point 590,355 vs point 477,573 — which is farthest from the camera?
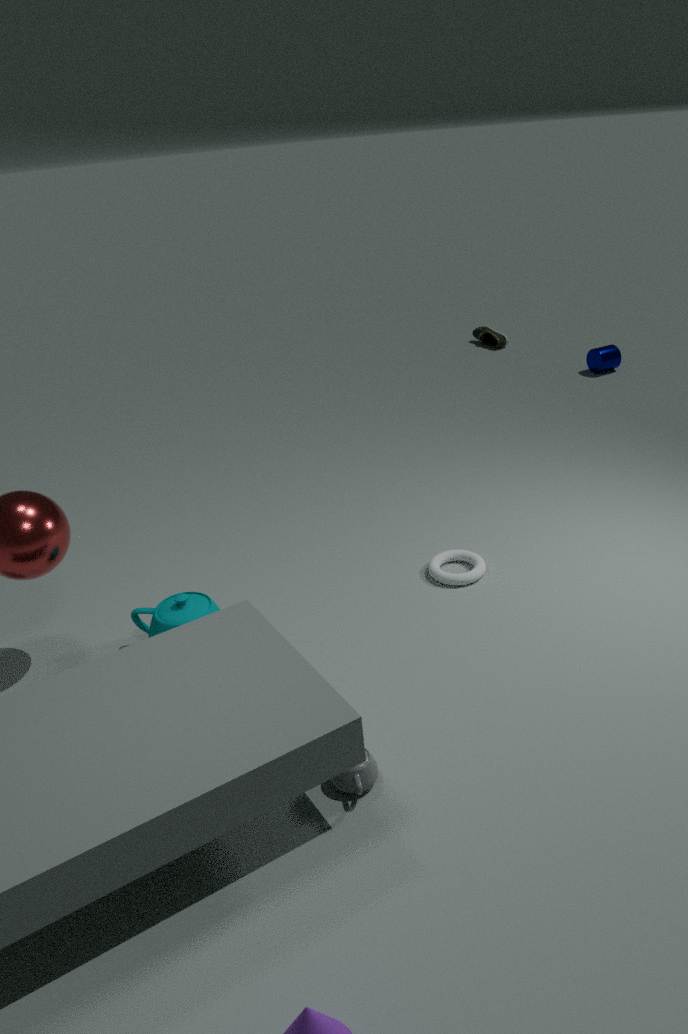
point 590,355
